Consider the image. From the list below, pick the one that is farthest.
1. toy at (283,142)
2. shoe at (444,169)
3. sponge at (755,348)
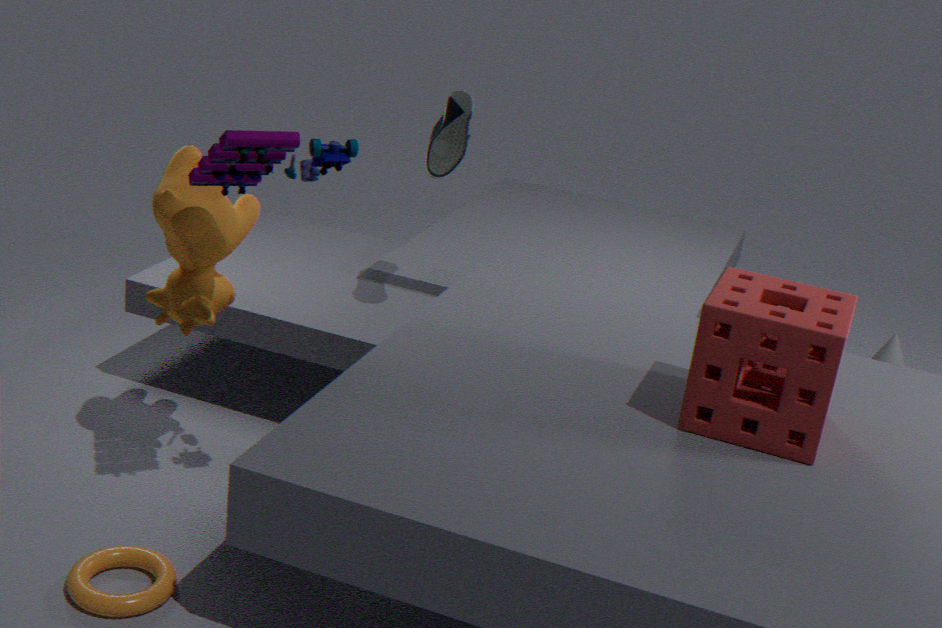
shoe at (444,169)
